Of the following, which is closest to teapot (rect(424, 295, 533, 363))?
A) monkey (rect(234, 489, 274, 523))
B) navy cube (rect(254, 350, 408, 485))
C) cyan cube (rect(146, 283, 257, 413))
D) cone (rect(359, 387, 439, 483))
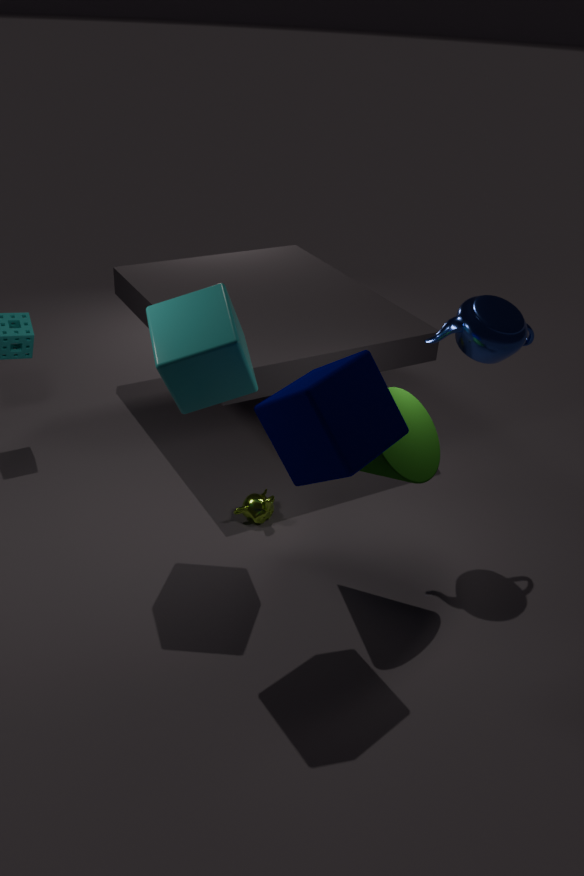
cone (rect(359, 387, 439, 483))
